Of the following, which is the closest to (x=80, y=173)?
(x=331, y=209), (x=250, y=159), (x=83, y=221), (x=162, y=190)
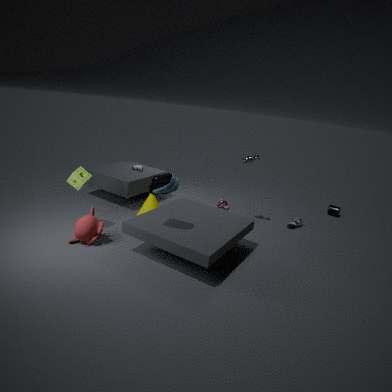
(x=83, y=221)
